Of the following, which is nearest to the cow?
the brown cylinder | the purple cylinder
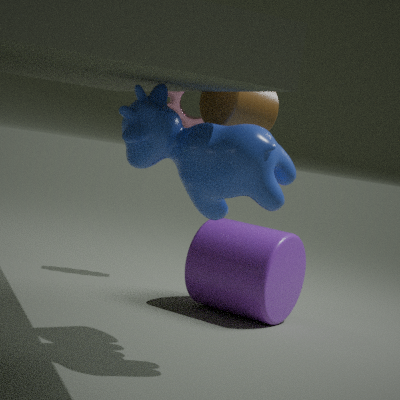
the brown cylinder
